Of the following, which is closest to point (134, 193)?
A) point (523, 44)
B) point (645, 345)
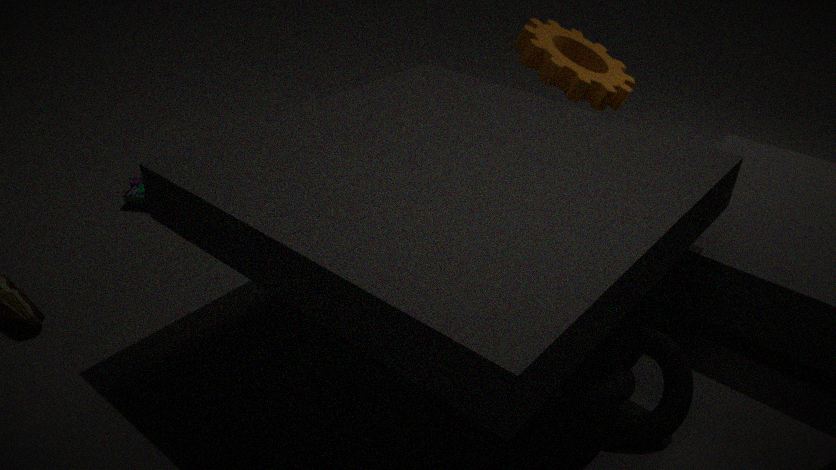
point (523, 44)
